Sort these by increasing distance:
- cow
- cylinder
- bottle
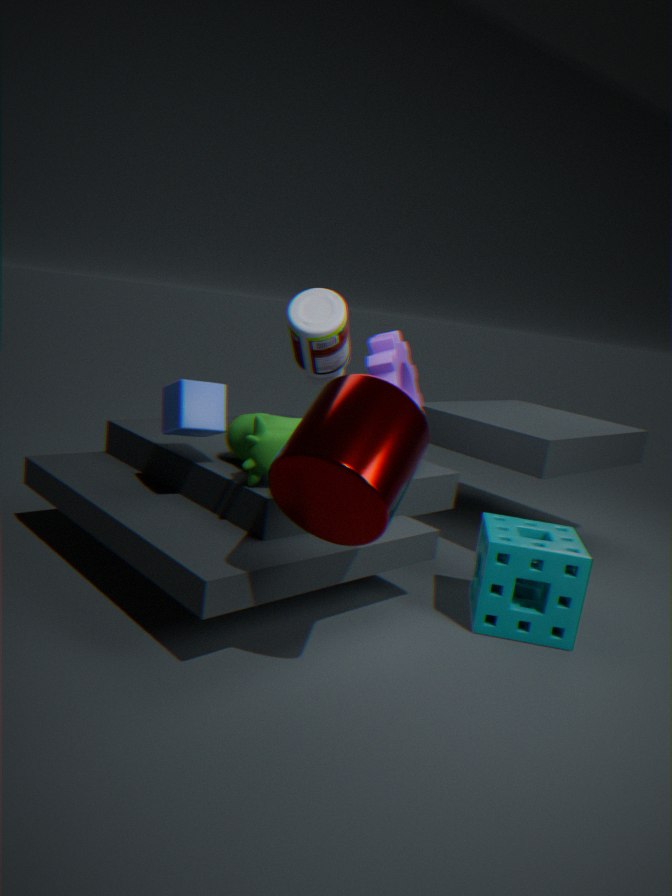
cylinder, cow, bottle
